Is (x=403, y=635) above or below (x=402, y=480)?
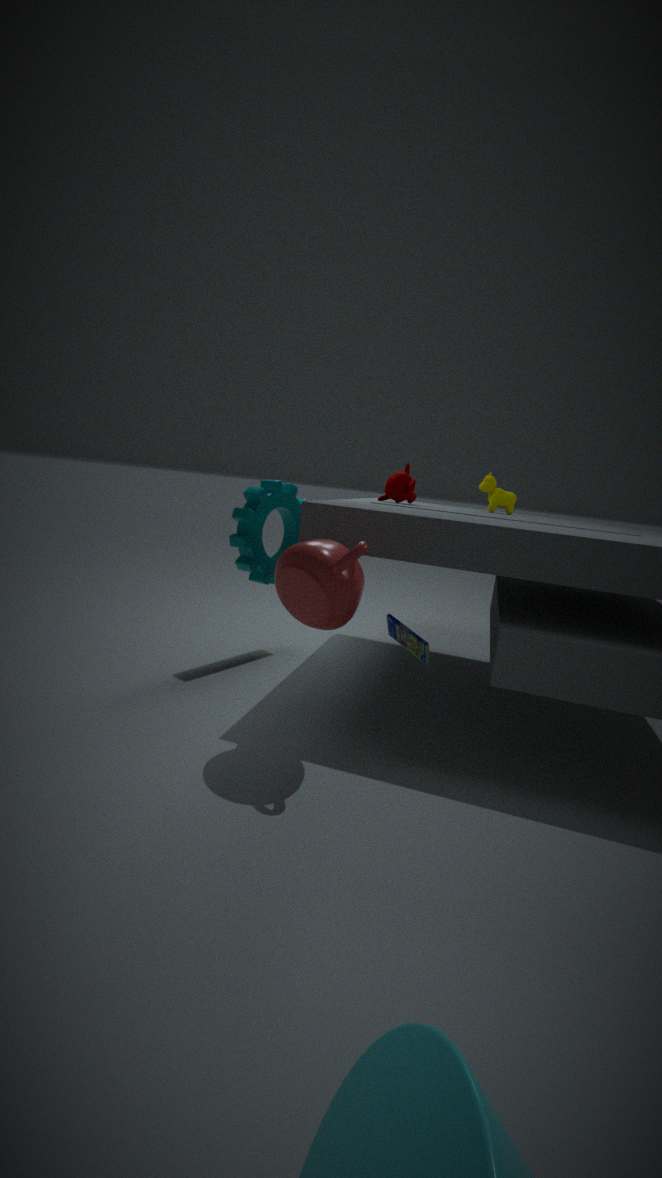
below
